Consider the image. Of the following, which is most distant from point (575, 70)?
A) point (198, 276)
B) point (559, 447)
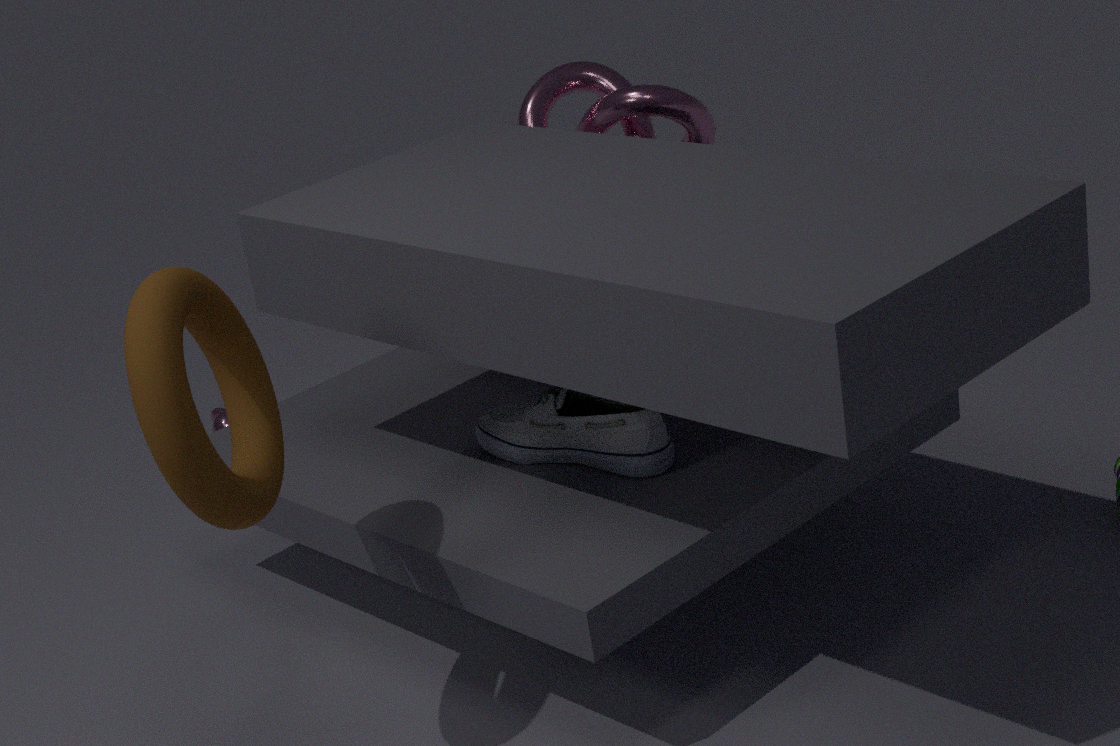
point (198, 276)
